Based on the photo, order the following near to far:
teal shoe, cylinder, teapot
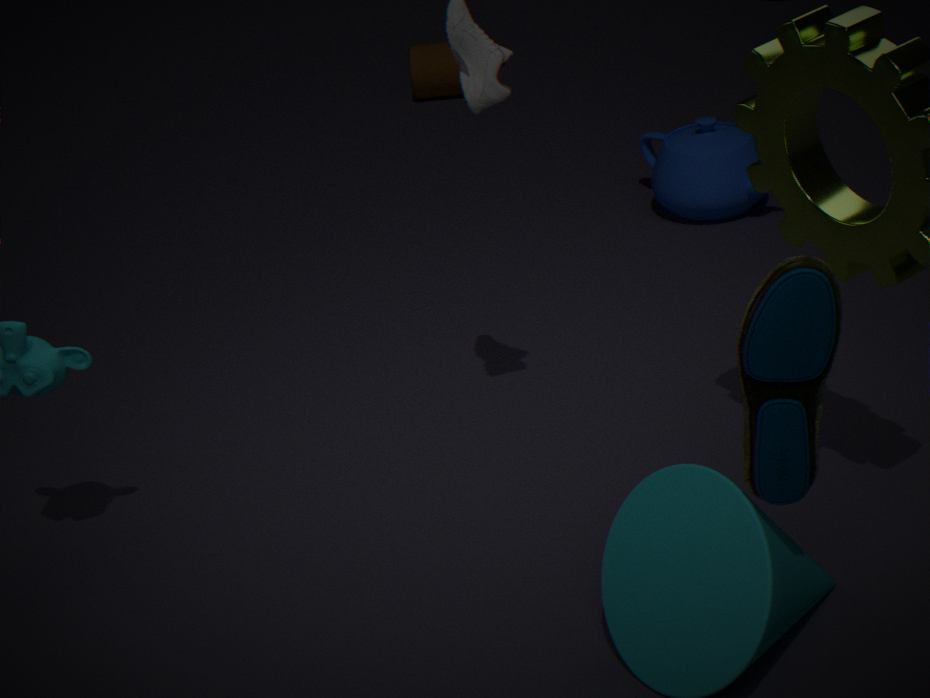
teal shoe
teapot
cylinder
